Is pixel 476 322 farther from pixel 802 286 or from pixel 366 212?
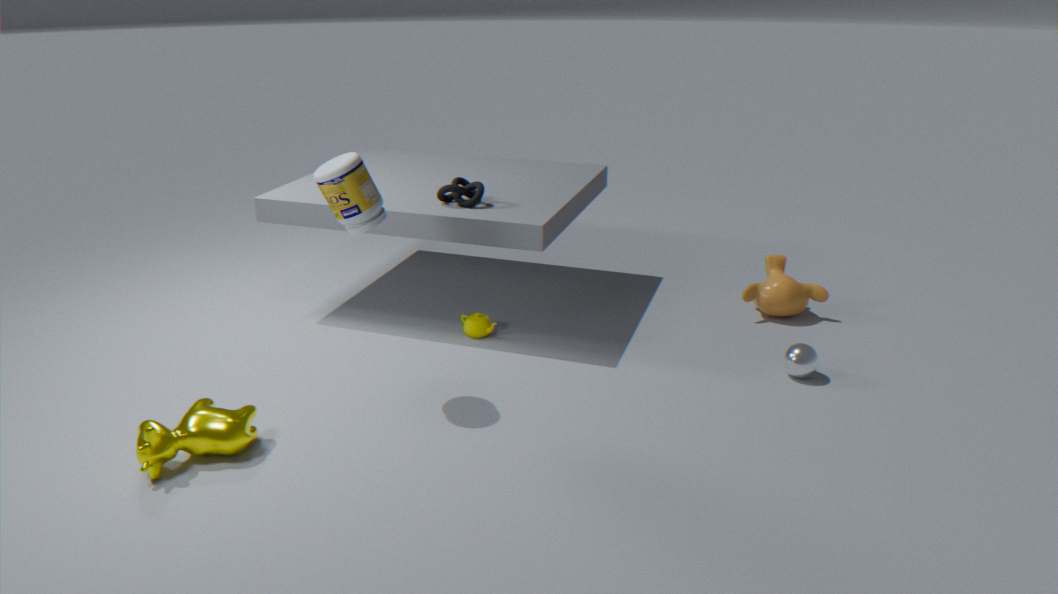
pixel 802 286
